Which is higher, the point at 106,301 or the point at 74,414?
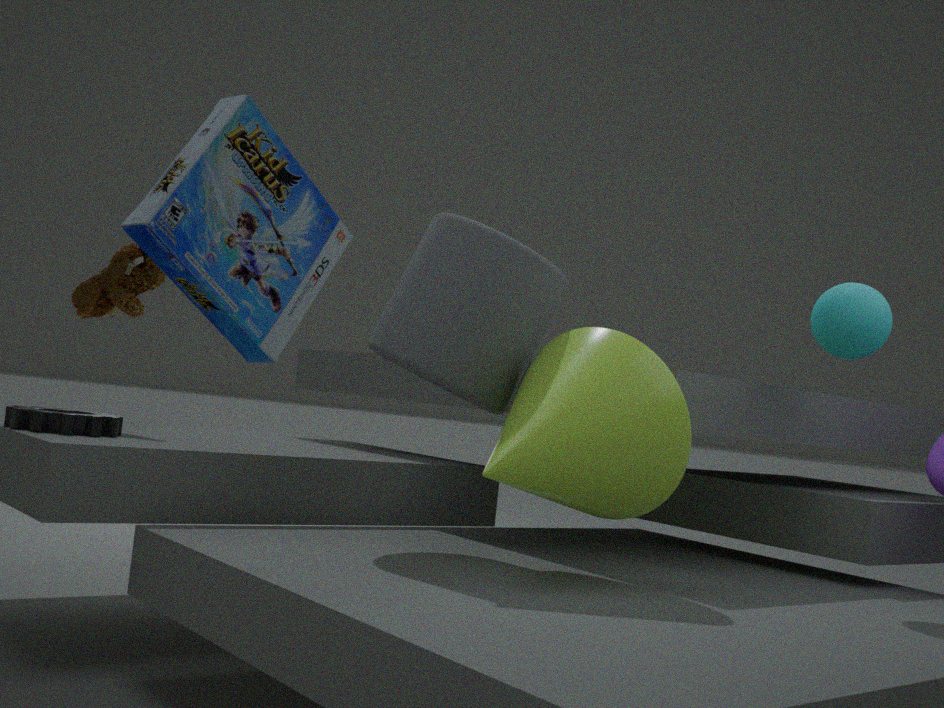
the point at 106,301
